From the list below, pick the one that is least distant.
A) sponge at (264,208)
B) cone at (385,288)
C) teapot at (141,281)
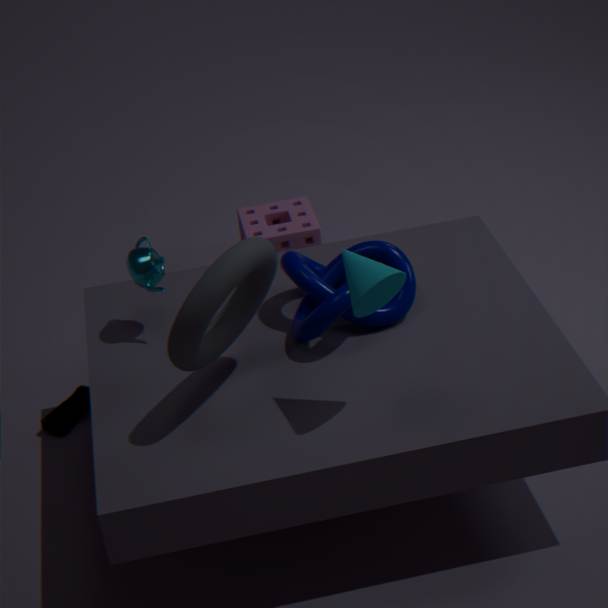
cone at (385,288)
